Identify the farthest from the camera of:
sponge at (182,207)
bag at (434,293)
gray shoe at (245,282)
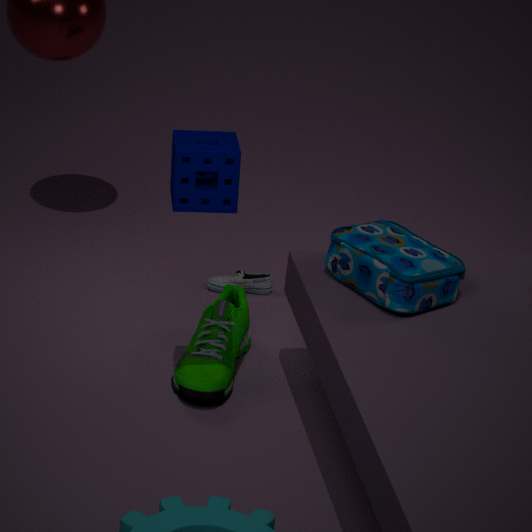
gray shoe at (245,282)
